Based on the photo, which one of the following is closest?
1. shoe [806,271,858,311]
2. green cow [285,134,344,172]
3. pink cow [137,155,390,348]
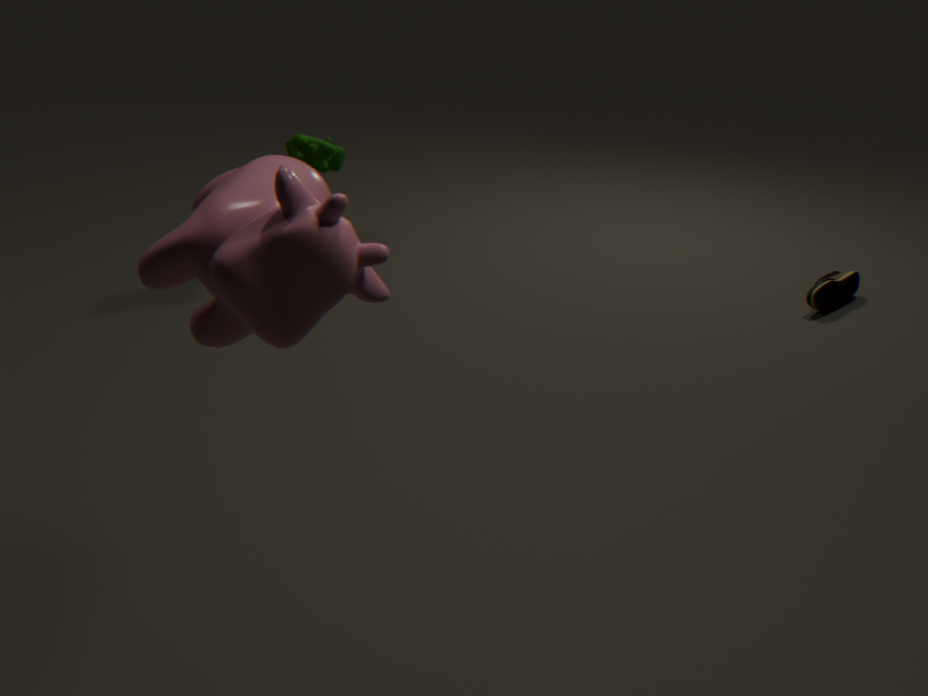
pink cow [137,155,390,348]
